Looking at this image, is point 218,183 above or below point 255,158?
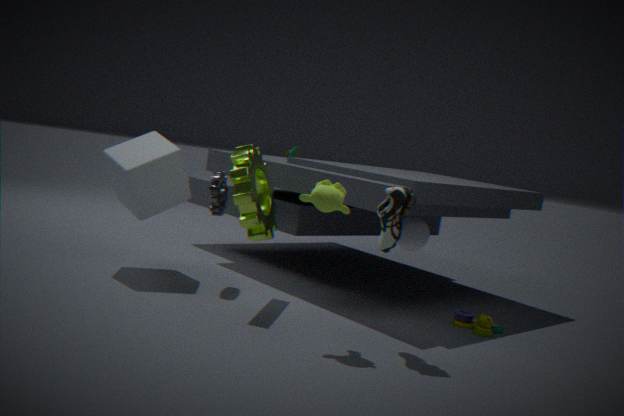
below
